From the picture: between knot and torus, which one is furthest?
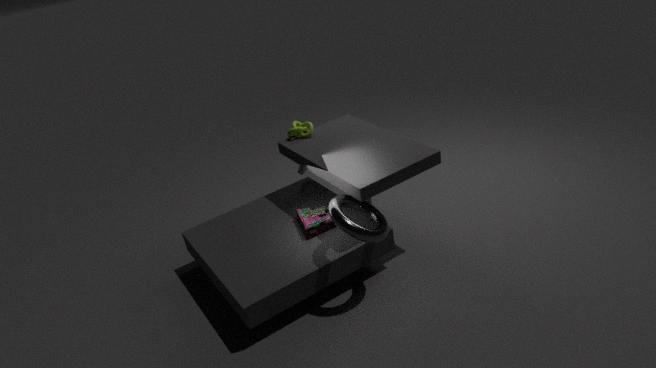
knot
